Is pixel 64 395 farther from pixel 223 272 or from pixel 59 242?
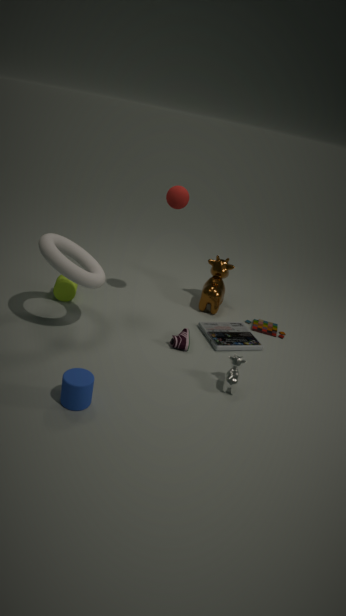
pixel 223 272
